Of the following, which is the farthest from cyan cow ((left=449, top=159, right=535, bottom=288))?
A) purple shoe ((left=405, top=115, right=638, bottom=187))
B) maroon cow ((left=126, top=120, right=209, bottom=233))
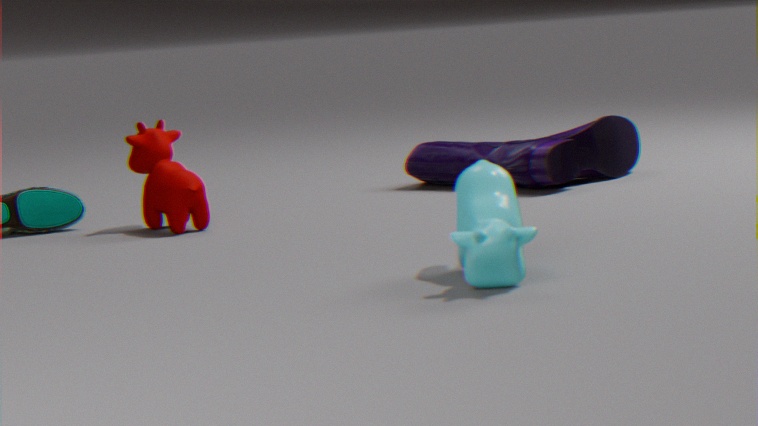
maroon cow ((left=126, top=120, right=209, bottom=233))
